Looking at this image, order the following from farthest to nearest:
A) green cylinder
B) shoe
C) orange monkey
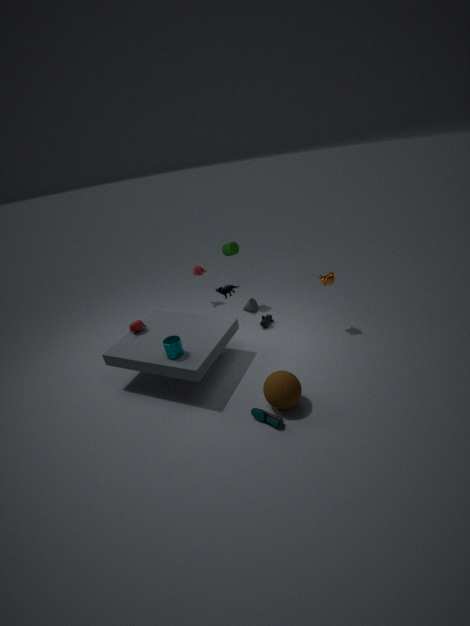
green cylinder → orange monkey → shoe
